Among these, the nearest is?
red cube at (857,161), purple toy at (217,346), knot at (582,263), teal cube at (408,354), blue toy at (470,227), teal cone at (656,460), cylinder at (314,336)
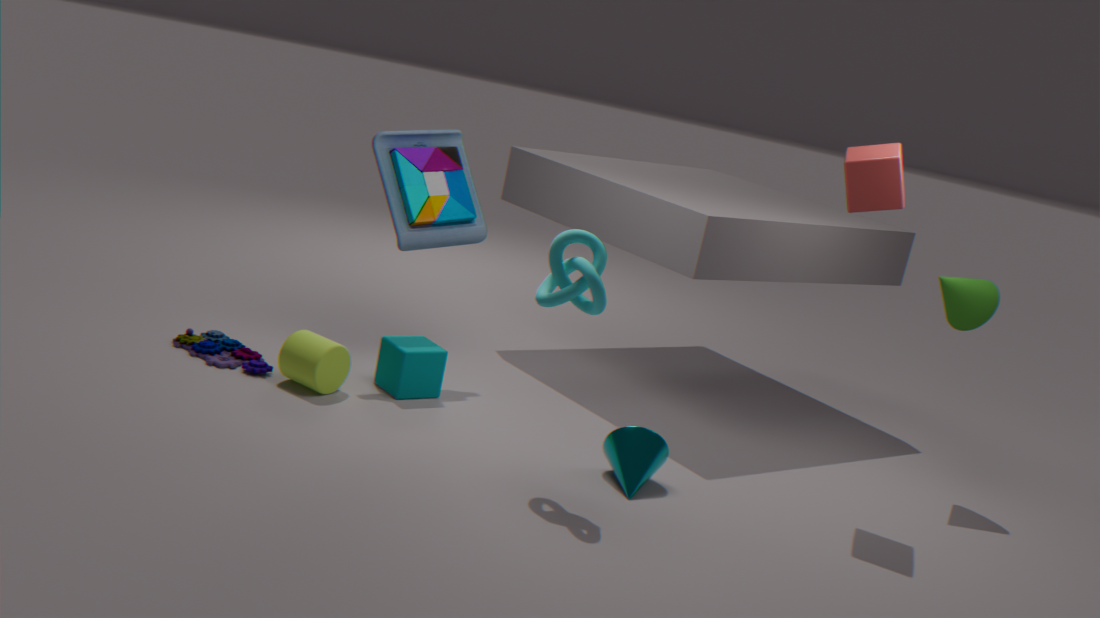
knot at (582,263)
